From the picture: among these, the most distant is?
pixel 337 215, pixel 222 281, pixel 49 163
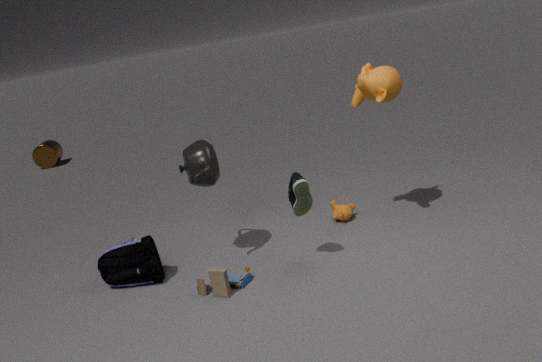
pixel 49 163
